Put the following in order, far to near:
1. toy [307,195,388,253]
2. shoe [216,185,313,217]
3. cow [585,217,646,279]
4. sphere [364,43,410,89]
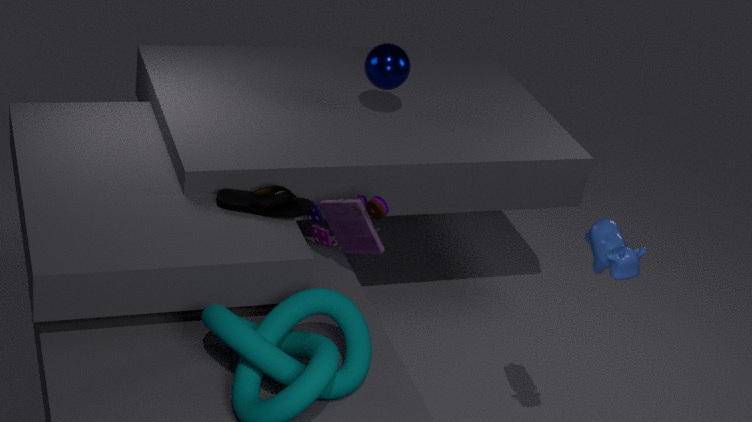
sphere [364,43,410,89]
shoe [216,185,313,217]
toy [307,195,388,253]
cow [585,217,646,279]
